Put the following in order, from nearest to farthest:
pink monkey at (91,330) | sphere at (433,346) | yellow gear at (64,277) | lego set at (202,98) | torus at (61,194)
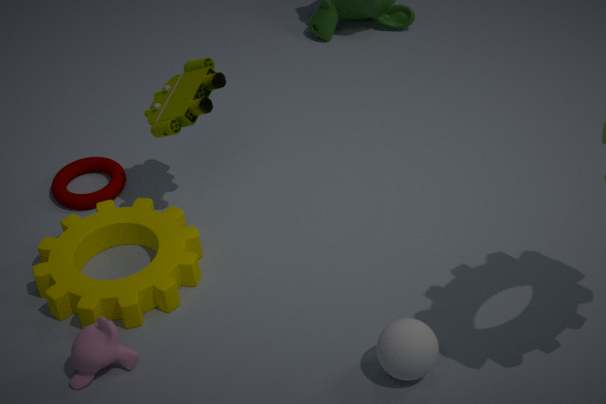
sphere at (433,346) < pink monkey at (91,330) < yellow gear at (64,277) < lego set at (202,98) < torus at (61,194)
